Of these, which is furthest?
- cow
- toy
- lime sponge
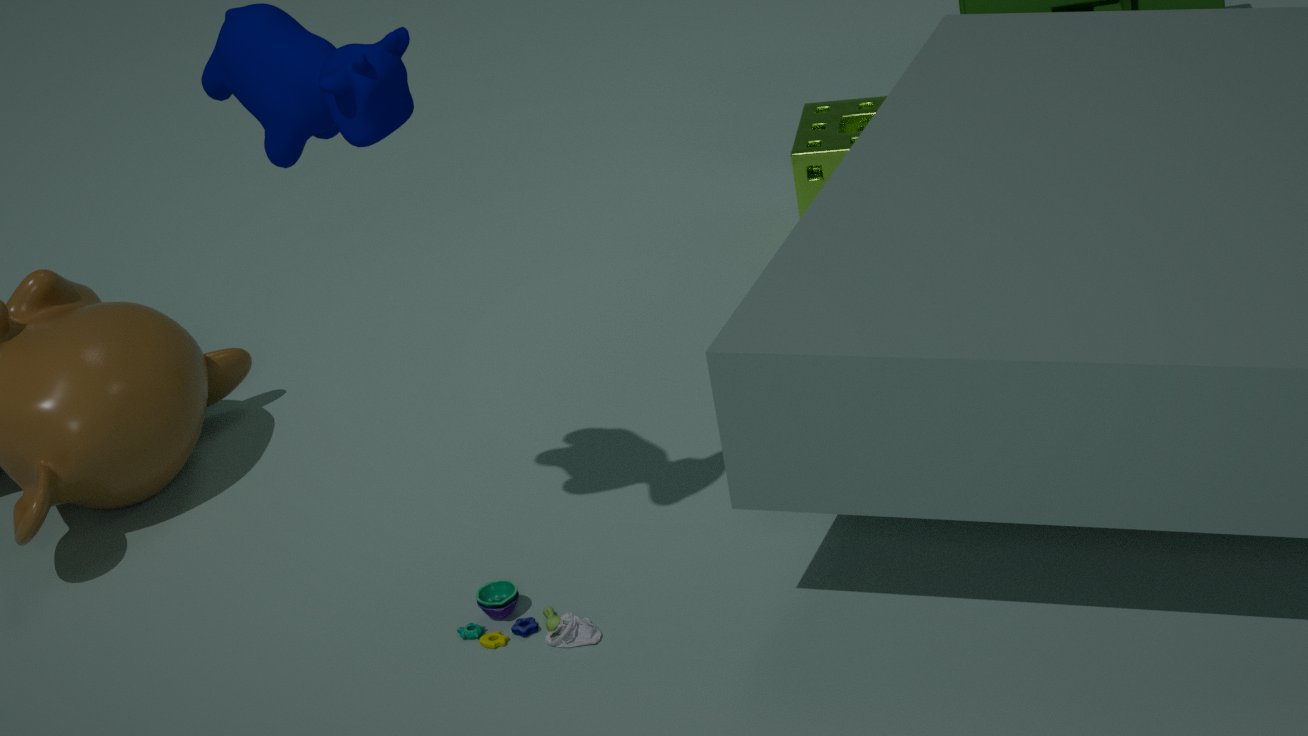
lime sponge
